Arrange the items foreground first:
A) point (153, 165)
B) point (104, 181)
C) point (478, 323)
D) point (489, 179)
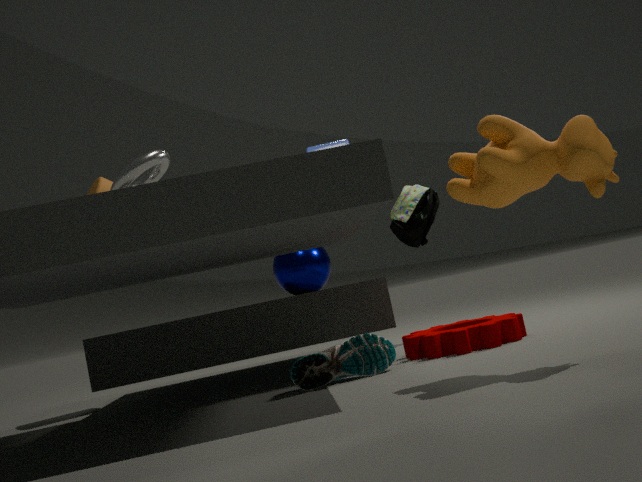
1. point (489, 179)
2. point (153, 165)
3. point (478, 323)
4. point (104, 181)
